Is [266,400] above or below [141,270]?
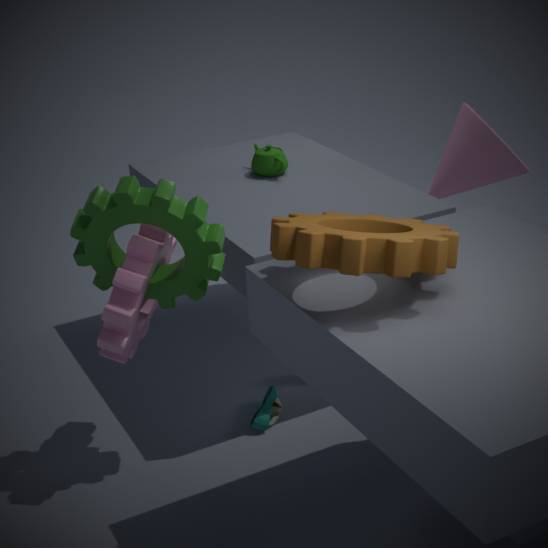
below
